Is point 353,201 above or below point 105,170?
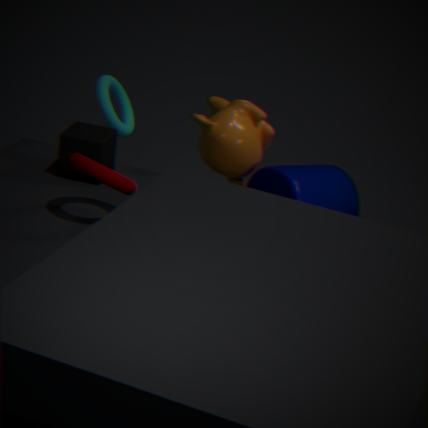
below
